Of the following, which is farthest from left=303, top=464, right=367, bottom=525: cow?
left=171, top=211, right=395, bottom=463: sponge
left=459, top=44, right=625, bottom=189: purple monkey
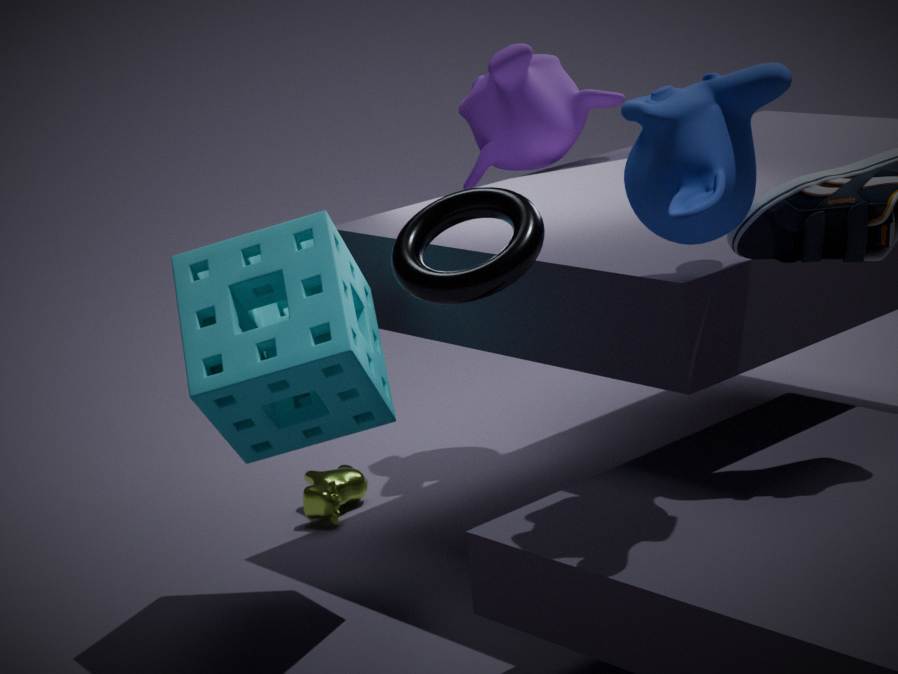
left=459, top=44, right=625, bottom=189: purple monkey
